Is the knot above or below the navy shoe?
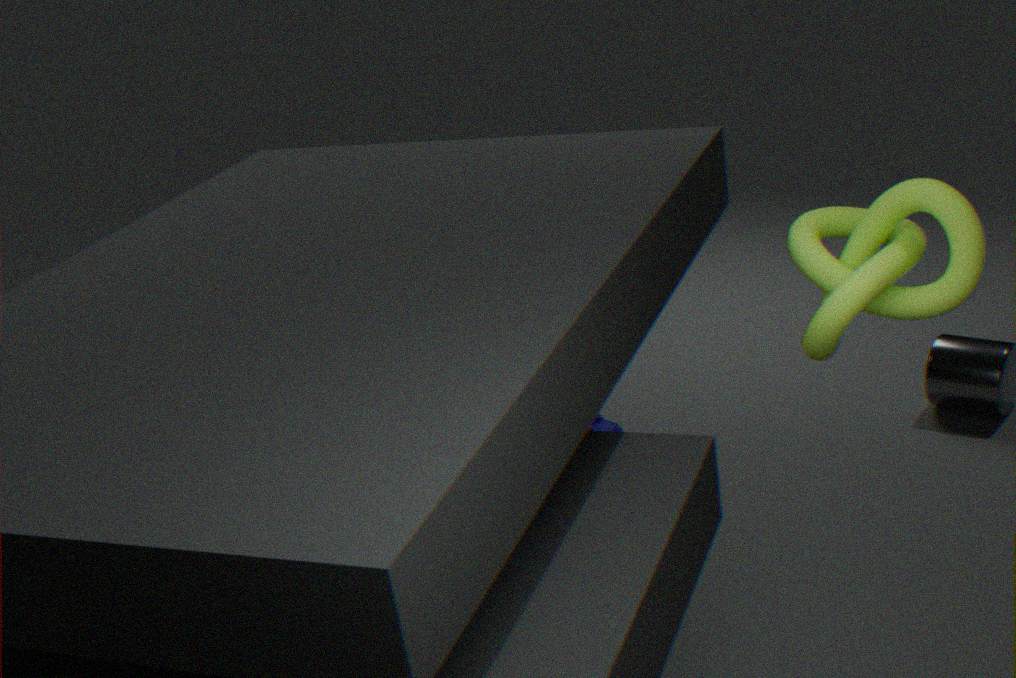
above
